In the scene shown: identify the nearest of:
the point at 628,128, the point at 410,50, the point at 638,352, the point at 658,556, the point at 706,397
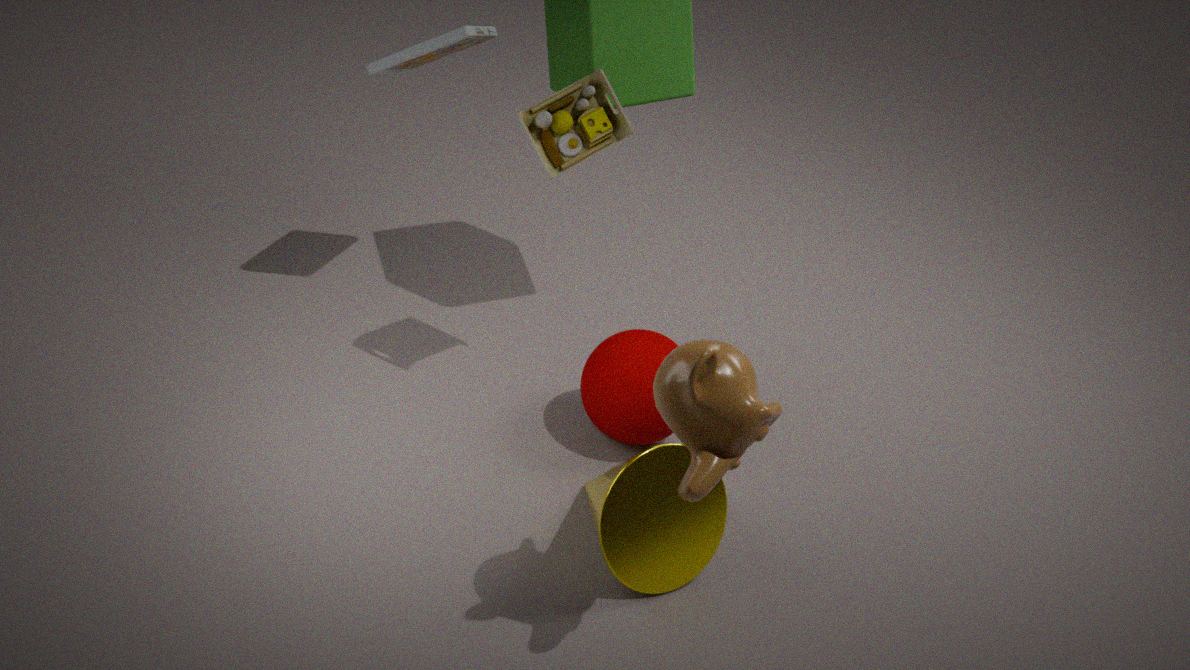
the point at 706,397
